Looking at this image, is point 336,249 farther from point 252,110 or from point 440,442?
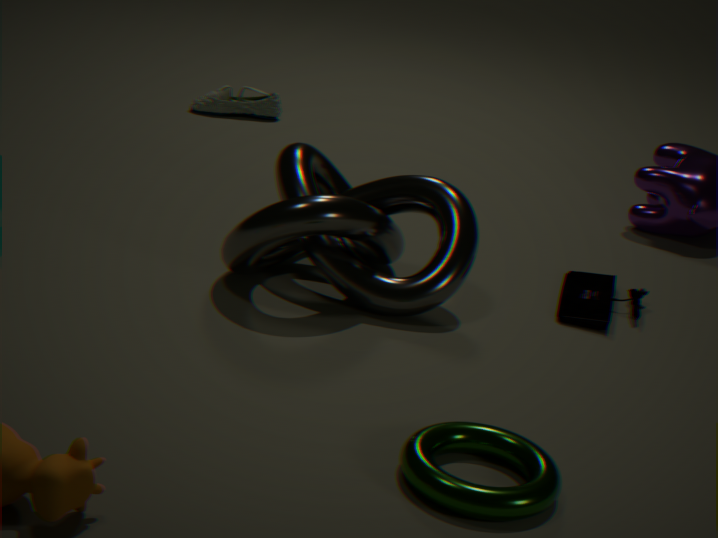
point 252,110
